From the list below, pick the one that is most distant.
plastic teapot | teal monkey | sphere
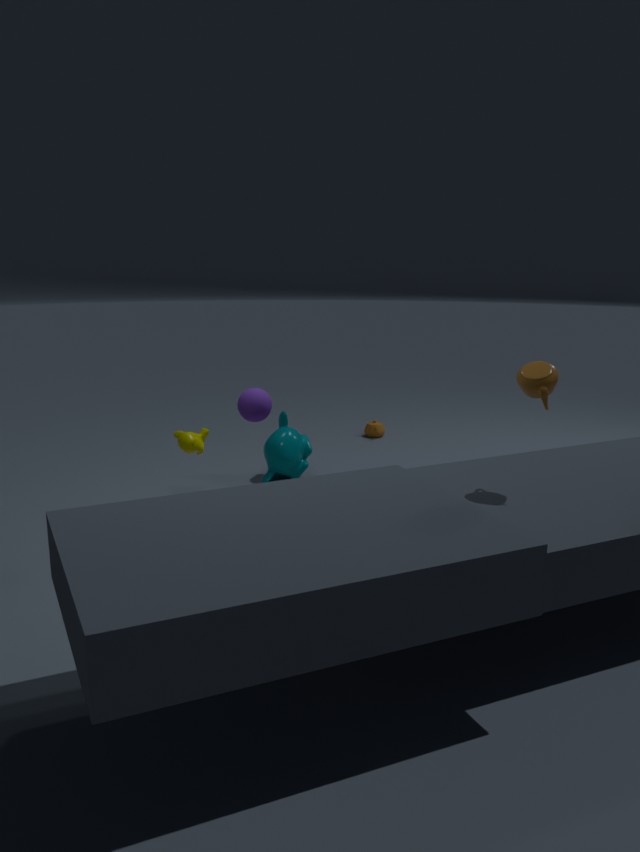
teal monkey
